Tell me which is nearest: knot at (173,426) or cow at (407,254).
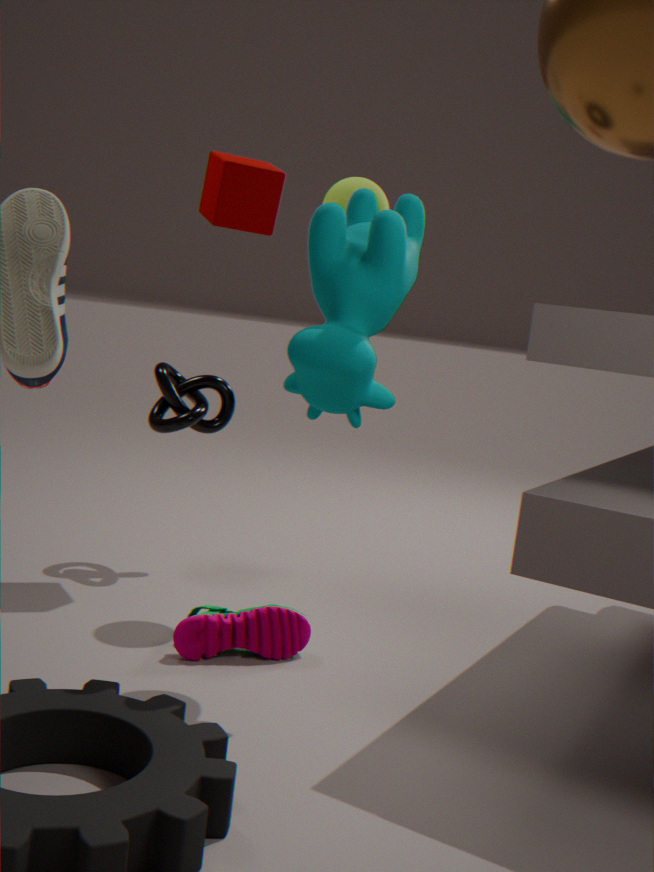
cow at (407,254)
